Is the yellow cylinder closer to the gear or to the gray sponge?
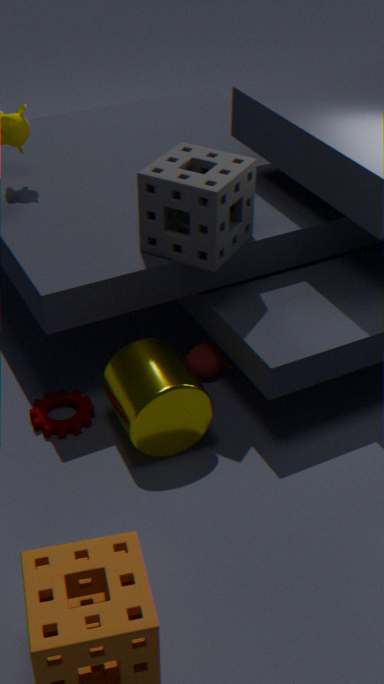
the gear
